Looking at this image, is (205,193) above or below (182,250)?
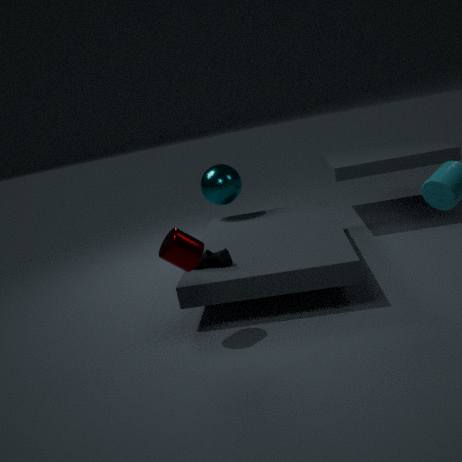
above
